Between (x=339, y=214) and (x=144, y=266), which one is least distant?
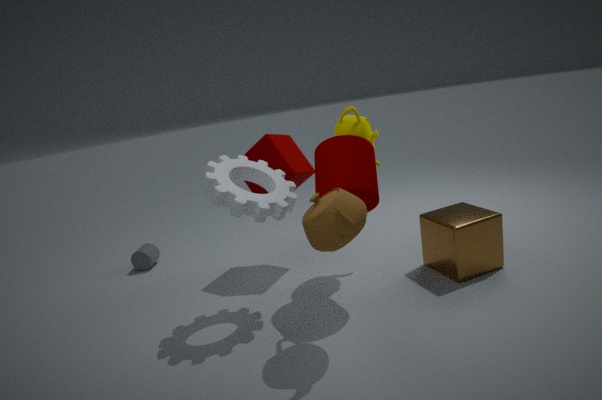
(x=339, y=214)
